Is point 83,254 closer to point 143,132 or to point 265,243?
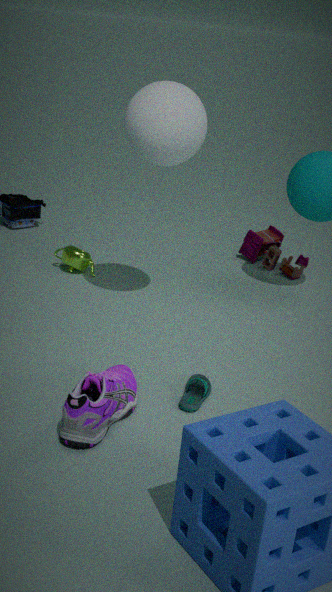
point 143,132
